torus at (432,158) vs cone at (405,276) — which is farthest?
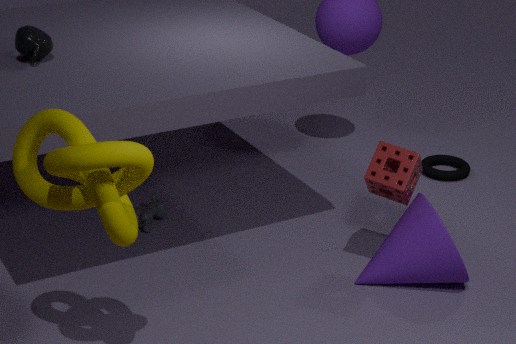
torus at (432,158)
